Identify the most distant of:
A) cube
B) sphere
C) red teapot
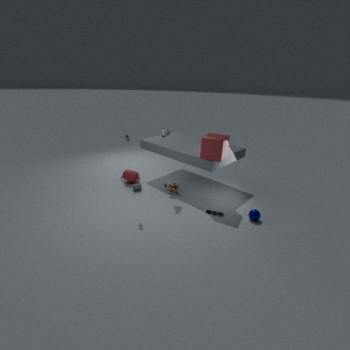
red teapot
